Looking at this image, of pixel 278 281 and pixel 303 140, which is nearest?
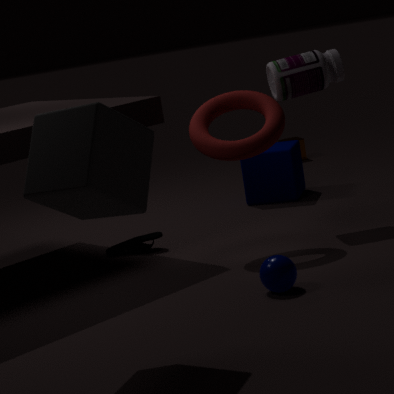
pixel 278 281
